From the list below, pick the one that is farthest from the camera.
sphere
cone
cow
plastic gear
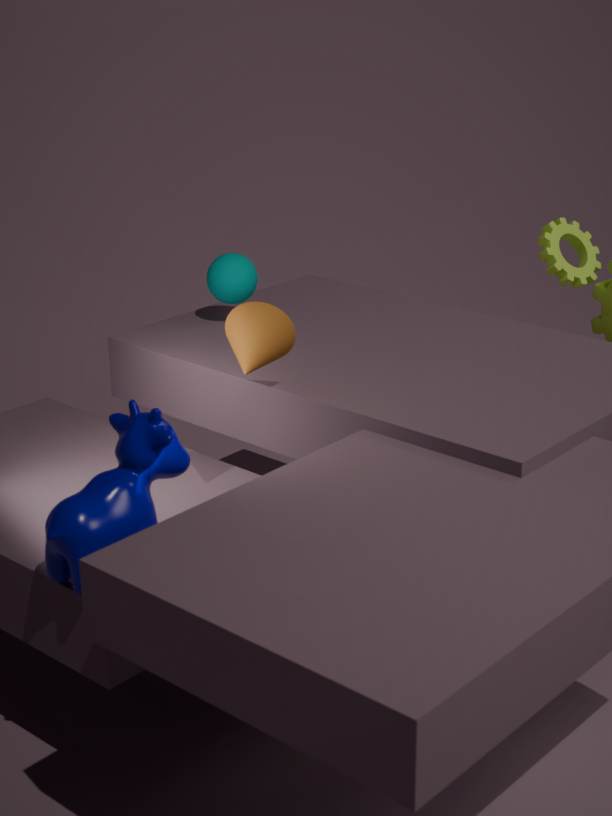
plastic gear
